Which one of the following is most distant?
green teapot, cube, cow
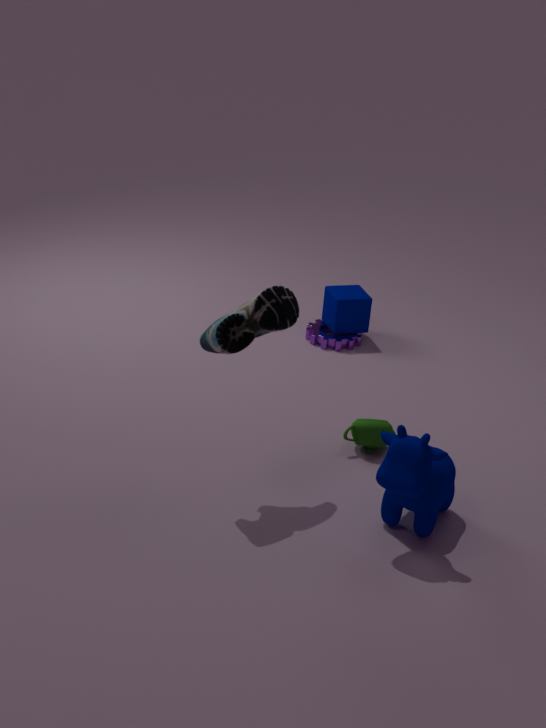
cube
